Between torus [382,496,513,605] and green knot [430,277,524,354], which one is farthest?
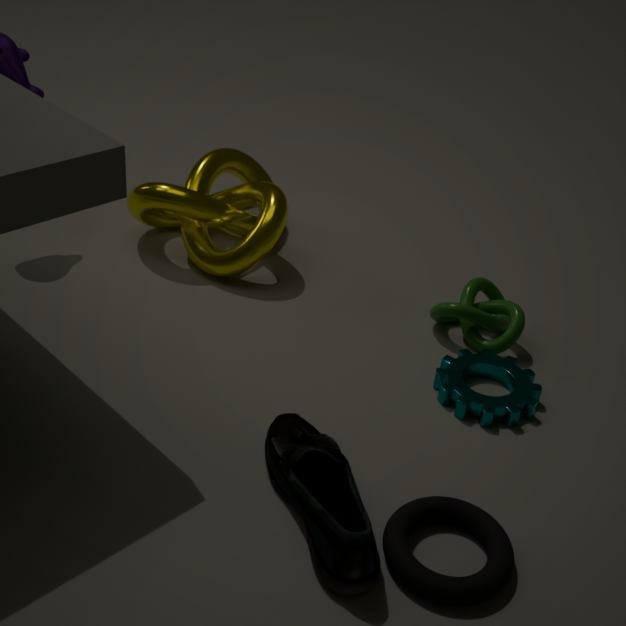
green knot [430,277,524,354]
